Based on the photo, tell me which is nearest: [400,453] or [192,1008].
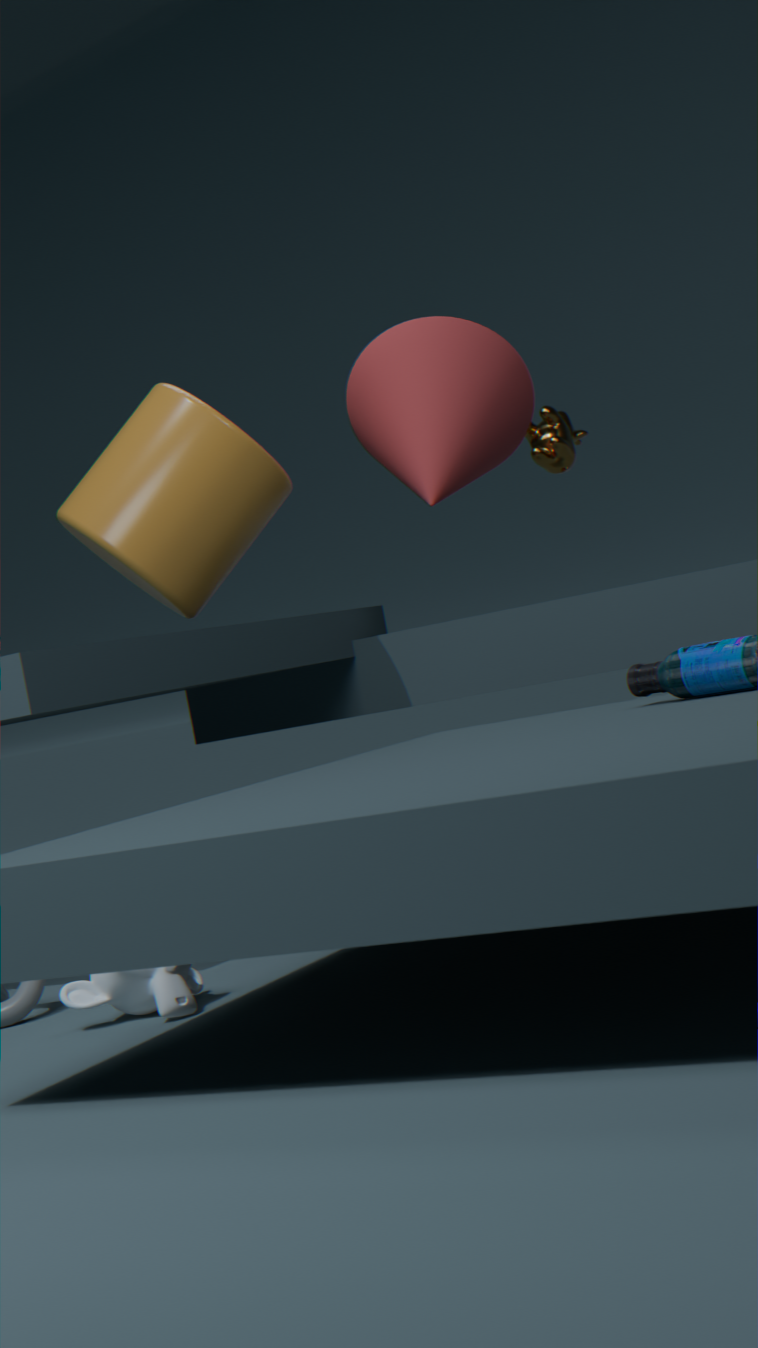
[192,1008]
